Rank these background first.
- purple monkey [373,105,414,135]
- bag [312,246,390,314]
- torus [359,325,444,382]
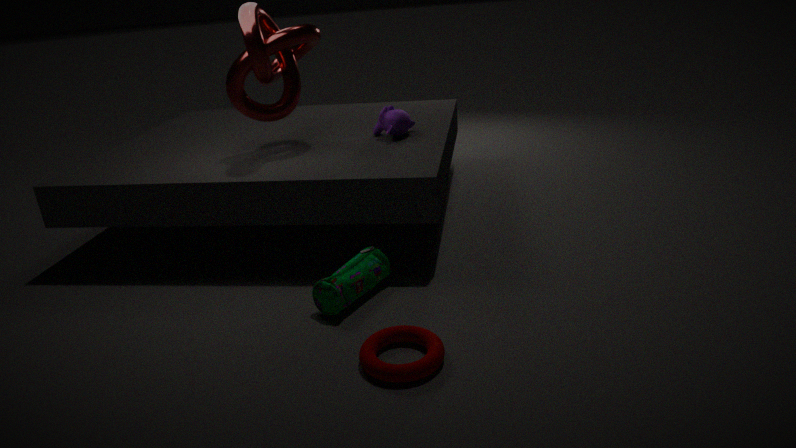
purple monkey [373,105,414,135] → bag [312,246,390,314] → torus [359,325,444,382]
